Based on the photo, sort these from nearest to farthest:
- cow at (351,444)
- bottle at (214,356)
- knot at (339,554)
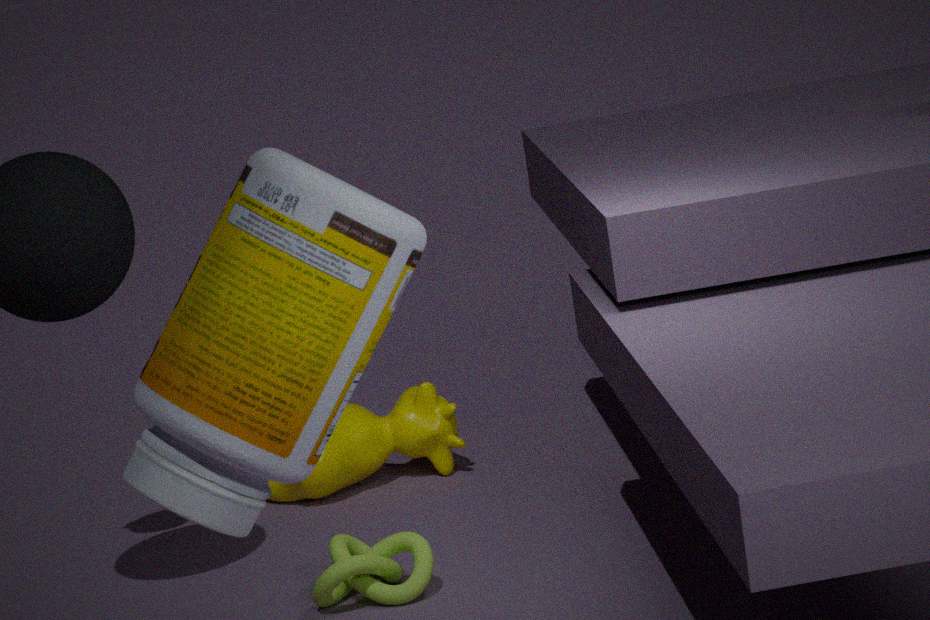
bottle at (214,356) → knot at (339,554) → cow at (351,444)
